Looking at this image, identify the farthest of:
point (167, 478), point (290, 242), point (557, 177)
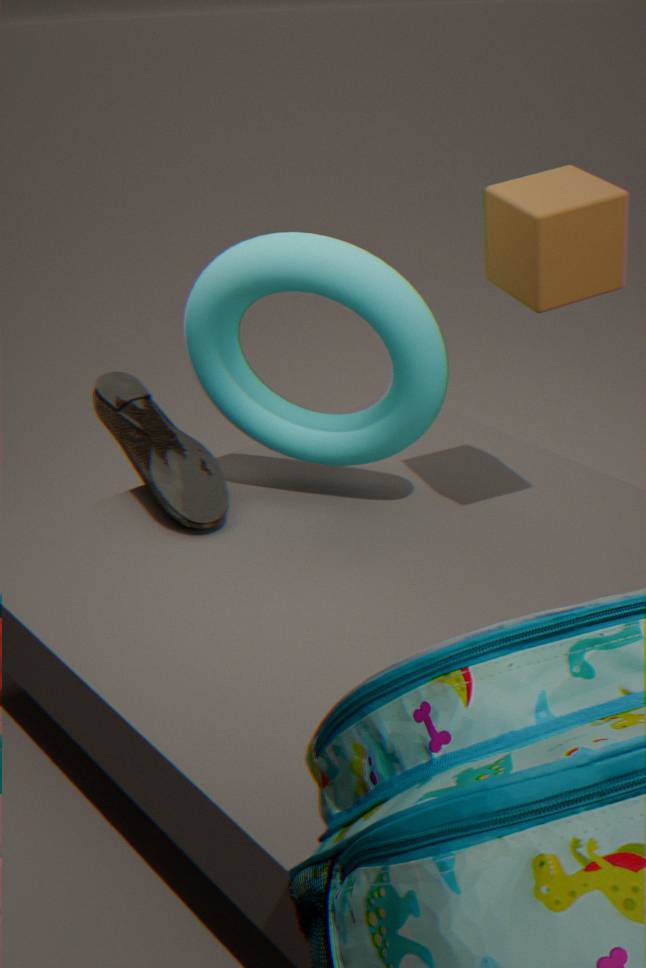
point (167, 478)
